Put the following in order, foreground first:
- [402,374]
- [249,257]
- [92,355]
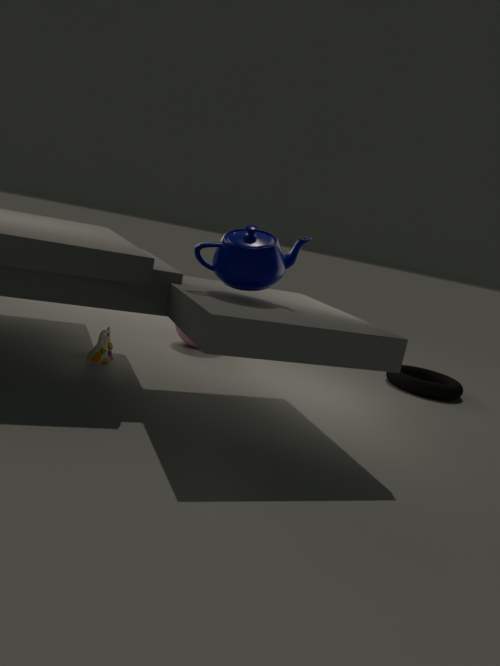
[249,257] < [92,355] < [402,374]
